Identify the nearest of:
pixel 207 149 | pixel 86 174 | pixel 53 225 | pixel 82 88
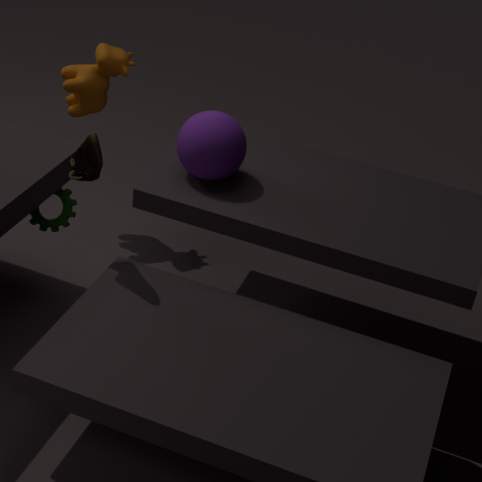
pixel 86 174
